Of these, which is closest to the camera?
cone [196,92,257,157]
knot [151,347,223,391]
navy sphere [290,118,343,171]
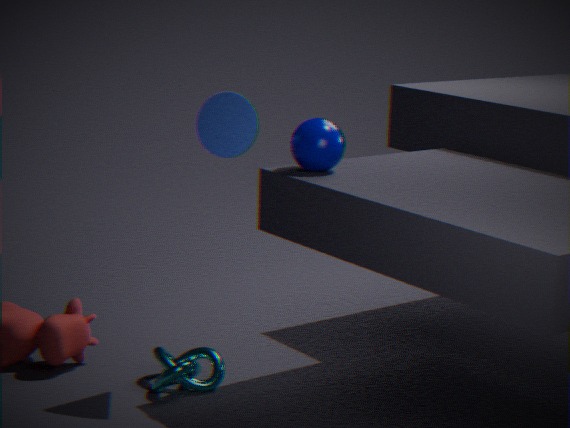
navy sphere [290,118,343,171]
